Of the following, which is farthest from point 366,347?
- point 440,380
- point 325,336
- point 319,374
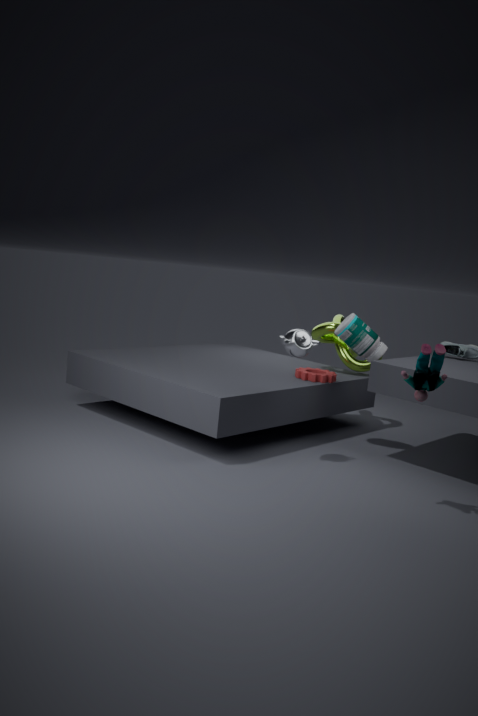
point 440,380
